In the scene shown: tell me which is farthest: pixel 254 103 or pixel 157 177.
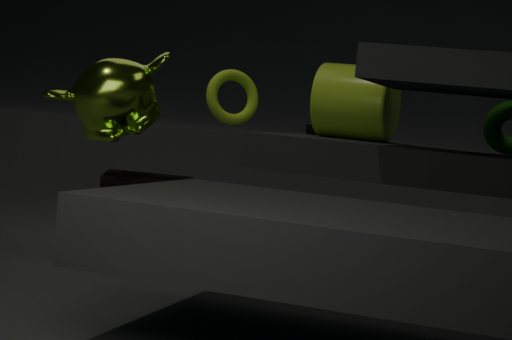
pixel 254 103
